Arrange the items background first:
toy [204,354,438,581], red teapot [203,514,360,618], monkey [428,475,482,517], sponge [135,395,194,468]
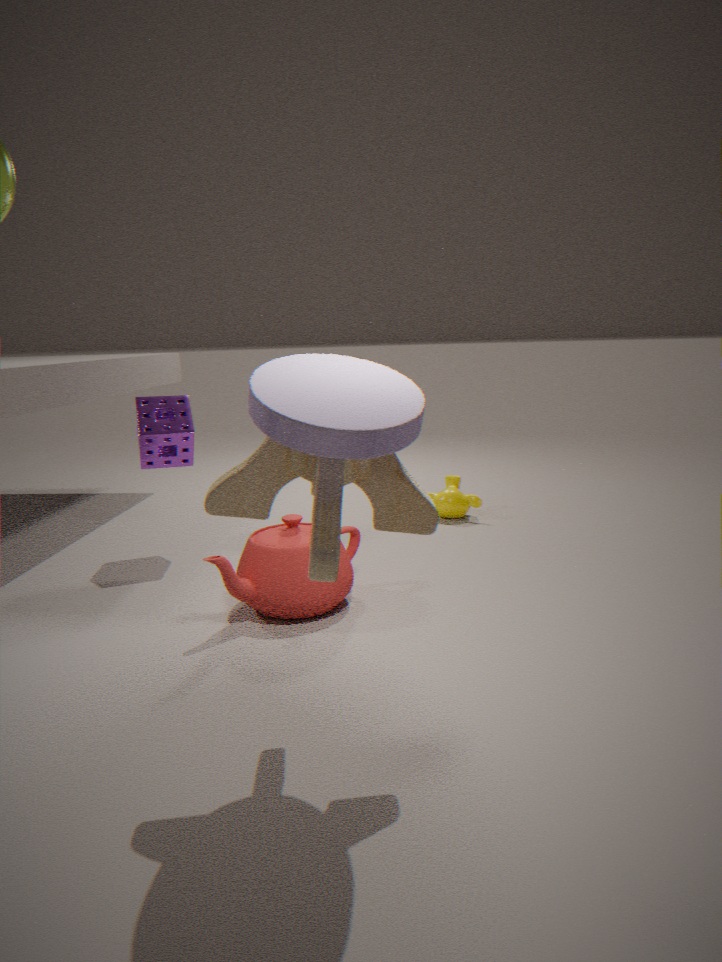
monkey [428,475,482,517], sponge [135,395,194,468], red teapot [203,514,360,618], toy [204,354,438,581]
